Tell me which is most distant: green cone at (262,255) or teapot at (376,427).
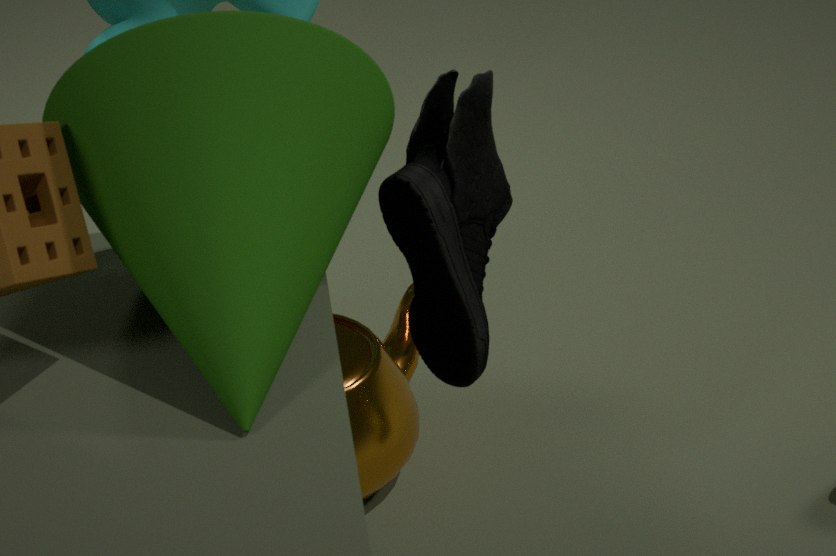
teapot at (376,427)
